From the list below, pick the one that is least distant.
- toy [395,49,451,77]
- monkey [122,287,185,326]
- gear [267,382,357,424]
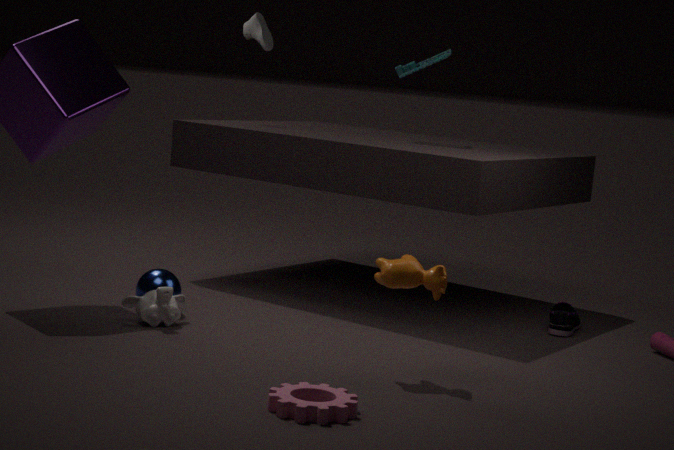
gear [267,382,357,424]
